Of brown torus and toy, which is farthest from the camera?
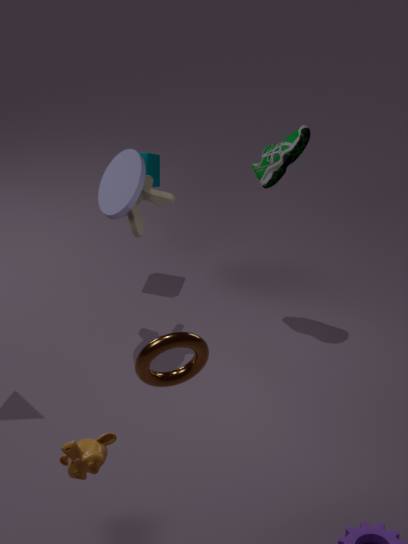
toy
